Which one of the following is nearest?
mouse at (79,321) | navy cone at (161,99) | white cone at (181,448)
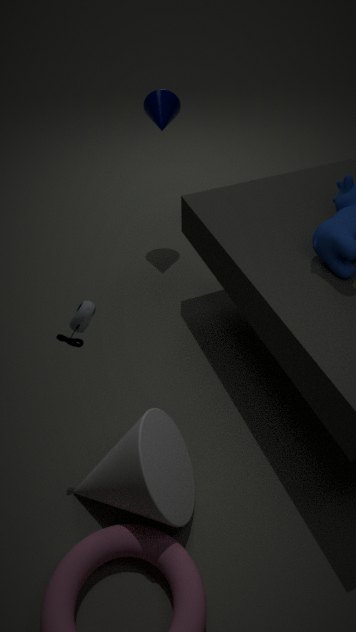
white cone at (181,448)
